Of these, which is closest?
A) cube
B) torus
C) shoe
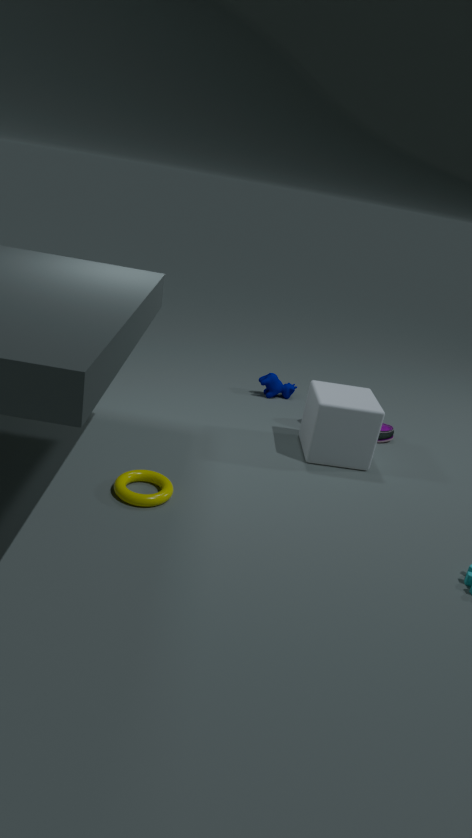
torus
